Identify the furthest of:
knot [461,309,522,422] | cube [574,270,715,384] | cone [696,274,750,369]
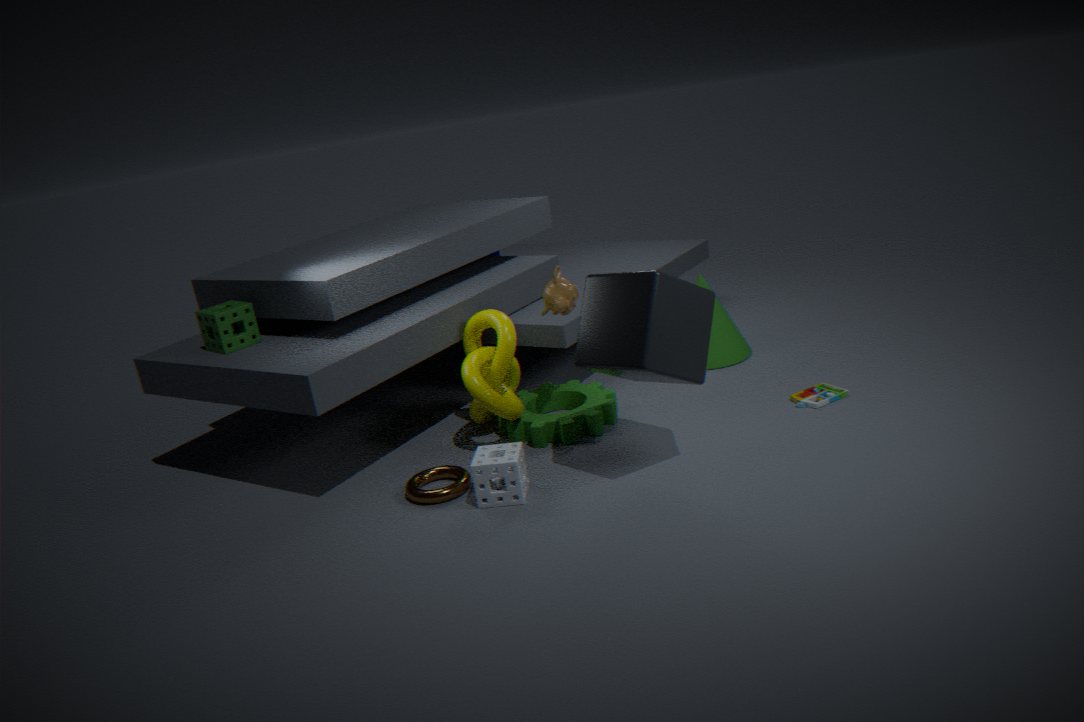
cone [696,274,750,369]
